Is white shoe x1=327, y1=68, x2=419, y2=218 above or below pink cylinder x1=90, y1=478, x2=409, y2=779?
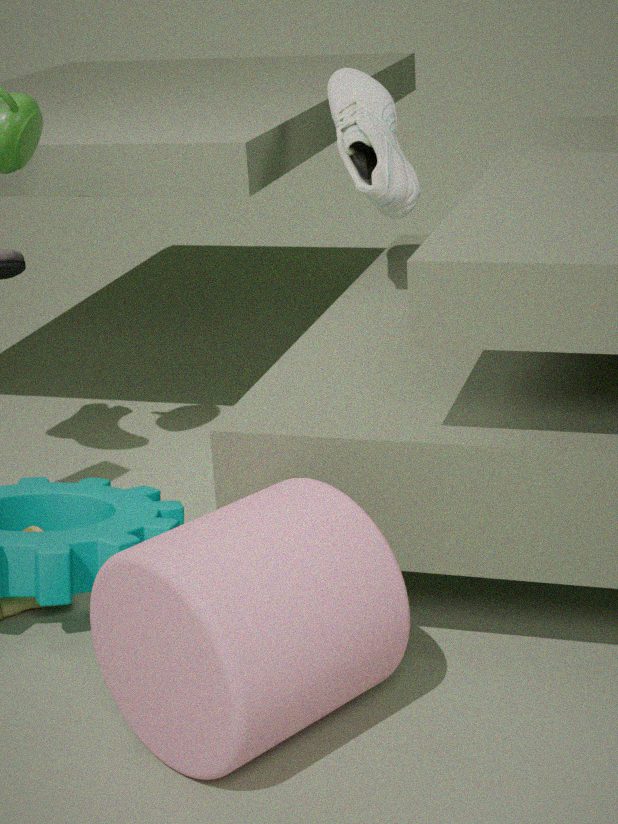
above
